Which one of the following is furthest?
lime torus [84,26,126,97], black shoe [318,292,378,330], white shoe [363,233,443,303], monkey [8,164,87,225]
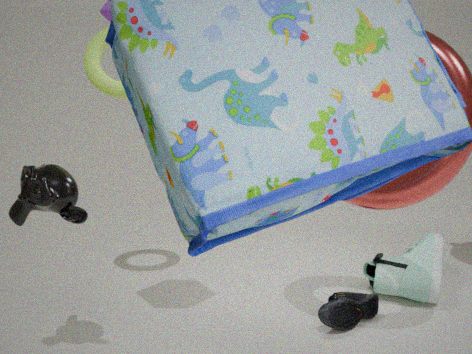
white shoe [363,233,443,303]
